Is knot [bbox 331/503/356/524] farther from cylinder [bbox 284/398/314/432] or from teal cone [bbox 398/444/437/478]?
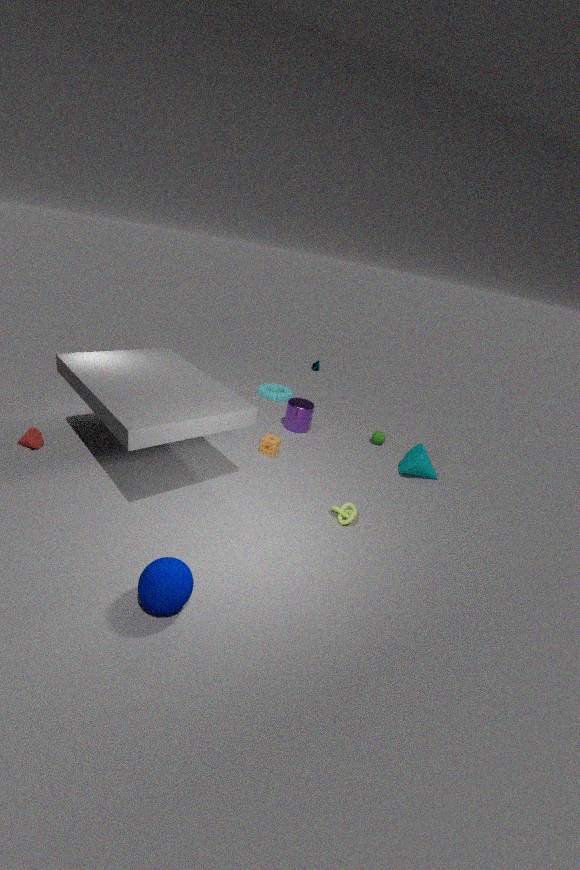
cylinder [bbox 284/398/314/432]
